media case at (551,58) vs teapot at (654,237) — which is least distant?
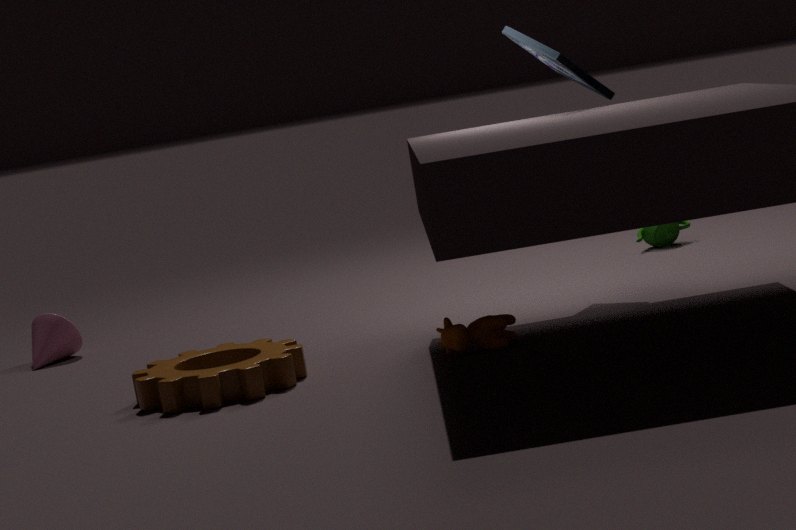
media case at (551,58)
